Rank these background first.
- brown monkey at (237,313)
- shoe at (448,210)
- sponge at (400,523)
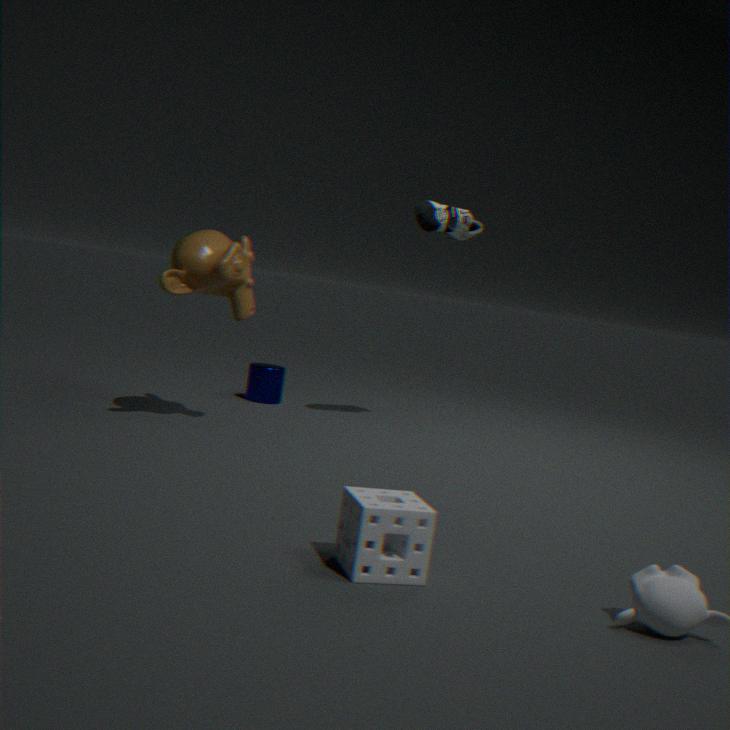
shoe at (448,210), brown monkey at (237,313), sponge at (400,523)
